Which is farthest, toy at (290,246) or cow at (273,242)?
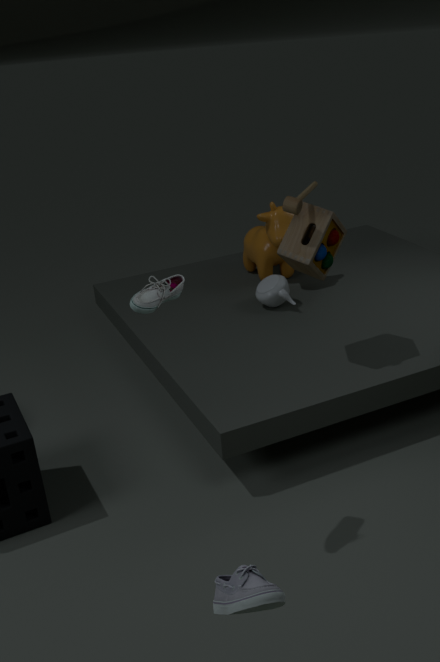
cow at (273,242)
